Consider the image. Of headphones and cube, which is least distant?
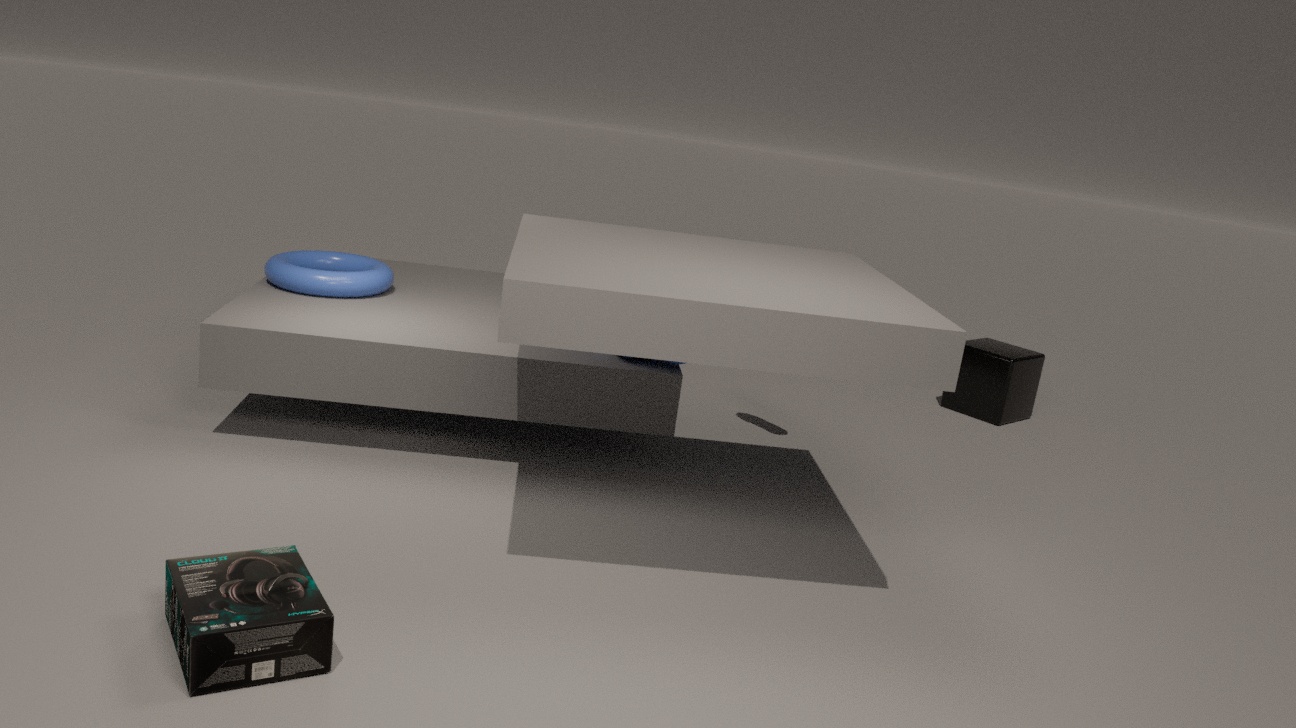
headphones
